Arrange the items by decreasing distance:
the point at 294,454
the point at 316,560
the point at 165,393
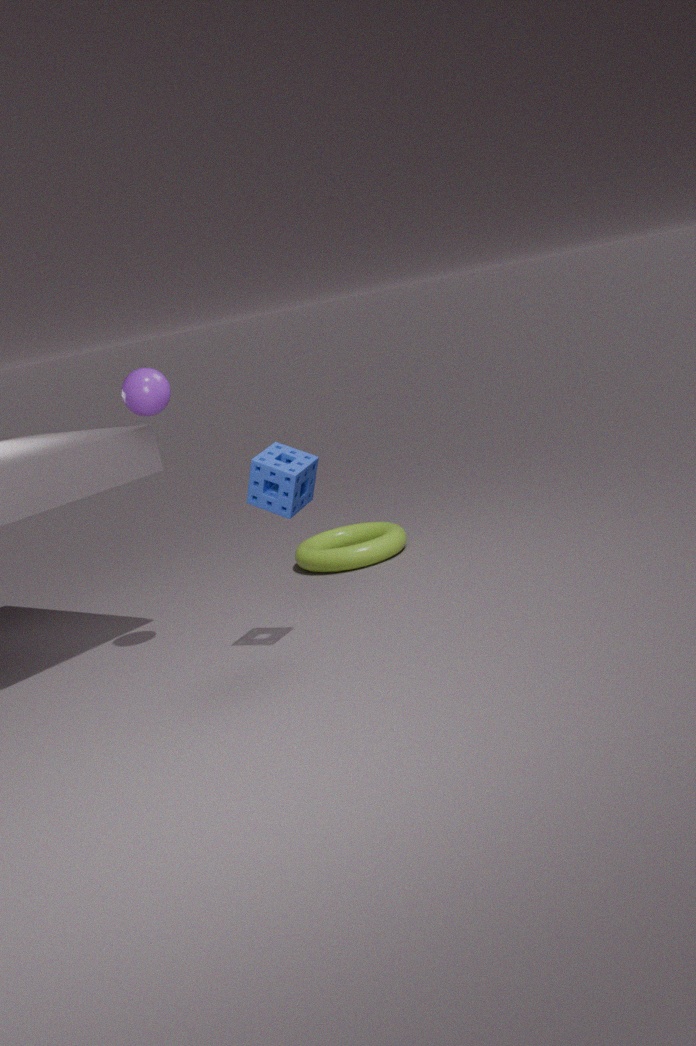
the point at 316,560 < the point at 165,393 < the point at 294,454
